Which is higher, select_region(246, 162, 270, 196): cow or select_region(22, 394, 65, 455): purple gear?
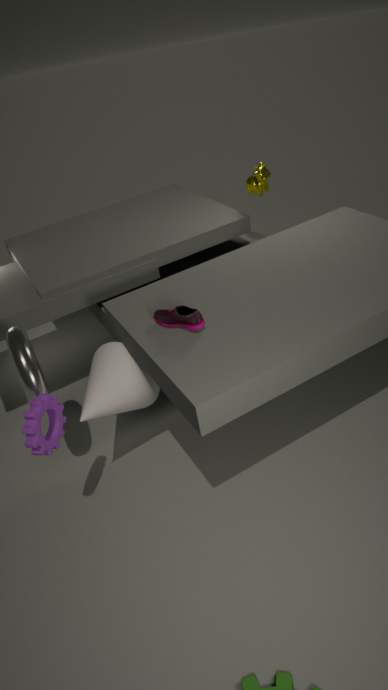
select_region(246, 162, 270, 196): cow
